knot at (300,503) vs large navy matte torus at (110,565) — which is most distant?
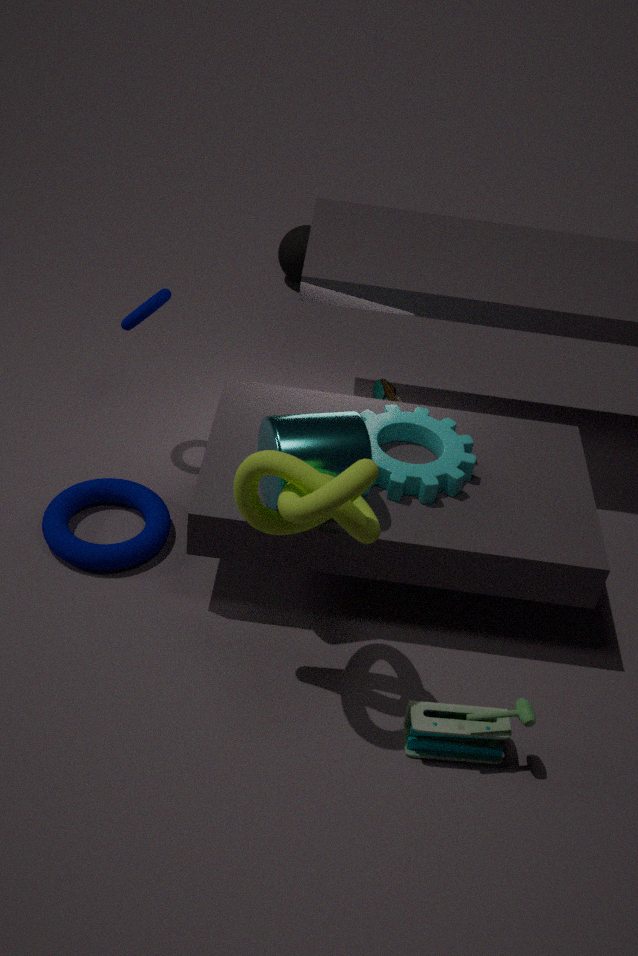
large navy matte torus at (110,565)
